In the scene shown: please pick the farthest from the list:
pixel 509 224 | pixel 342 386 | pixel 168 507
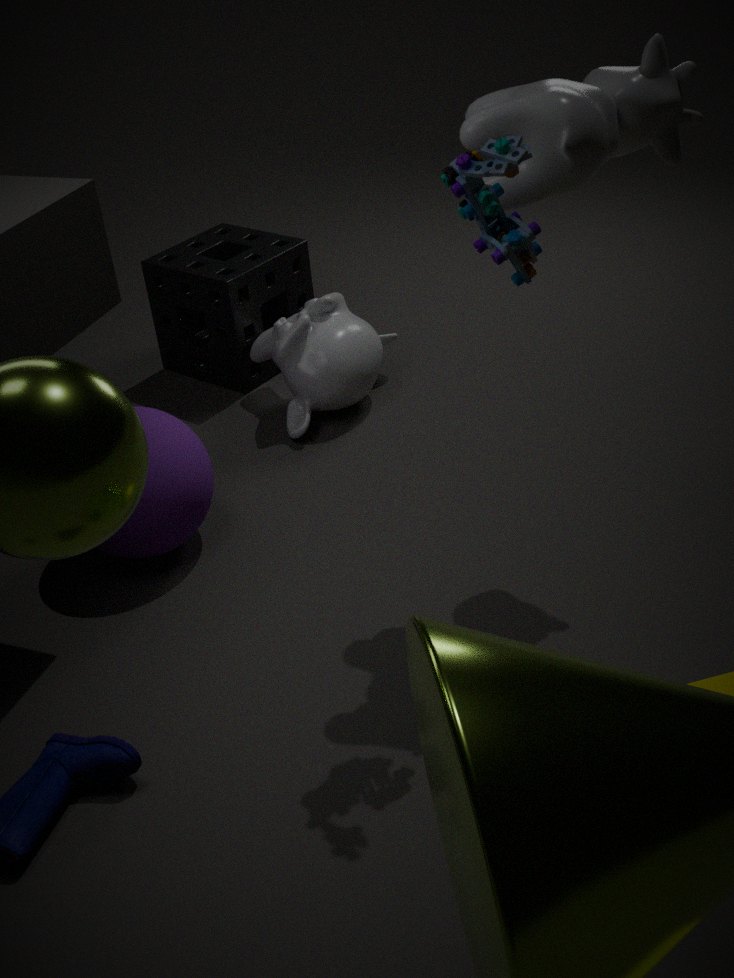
pixel 342 386
